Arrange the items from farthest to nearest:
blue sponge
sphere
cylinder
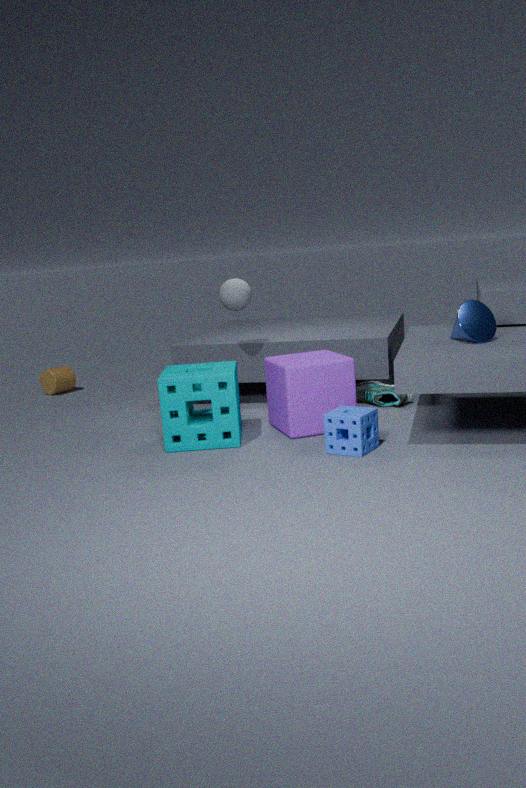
cylinder < sphere < blue sponge
